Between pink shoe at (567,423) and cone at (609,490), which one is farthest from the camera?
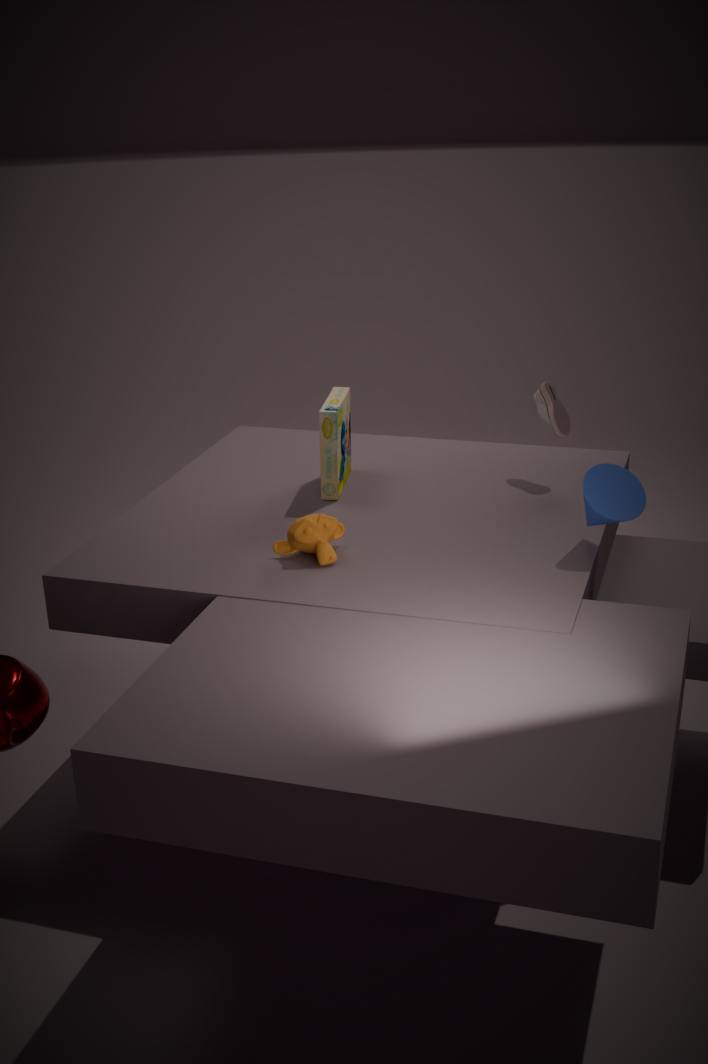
pink shoe at (567,423)
